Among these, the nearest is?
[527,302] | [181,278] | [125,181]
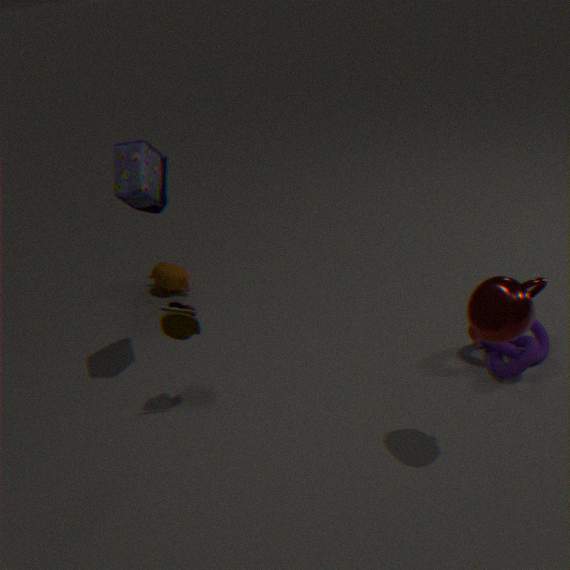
[527,302]
